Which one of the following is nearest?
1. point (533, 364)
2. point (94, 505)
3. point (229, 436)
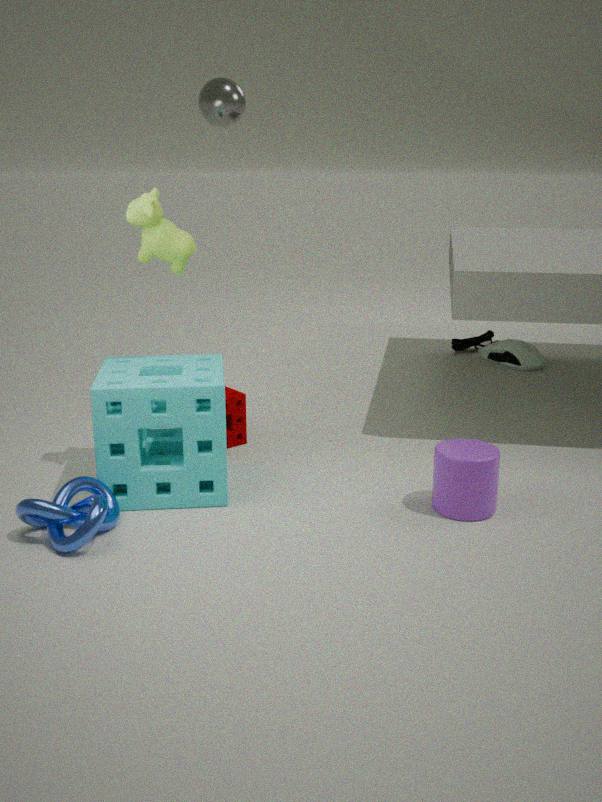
point (94, 505)
